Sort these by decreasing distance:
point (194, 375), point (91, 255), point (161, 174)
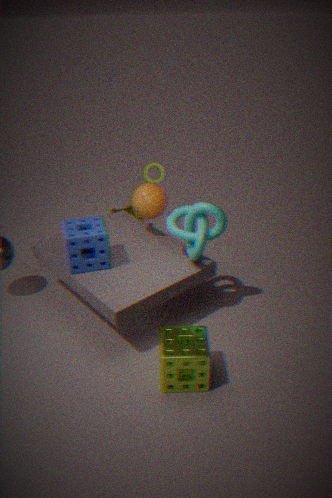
point (161, 174) < point (91, 255) < point (194, 375)
